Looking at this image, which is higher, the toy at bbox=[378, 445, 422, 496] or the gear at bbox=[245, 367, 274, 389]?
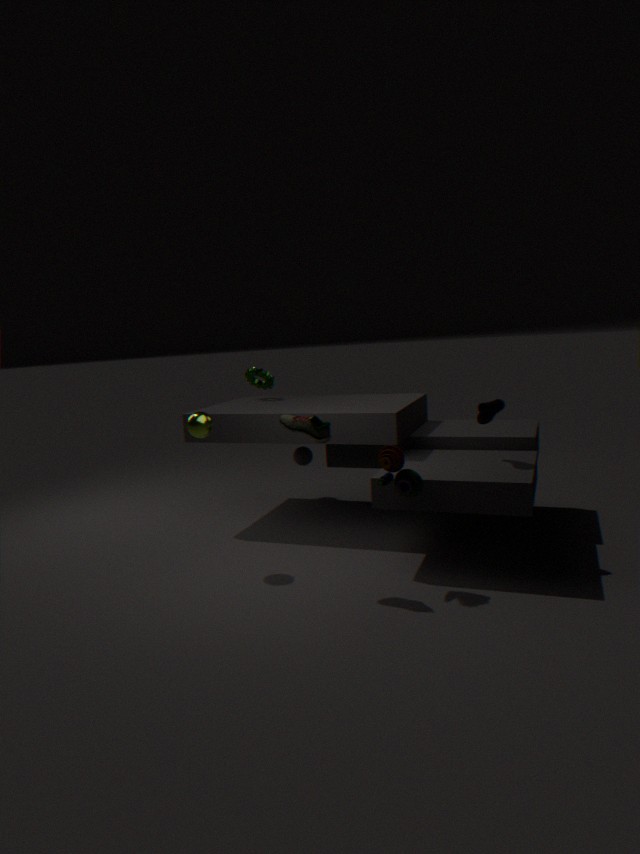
the gear at bbox=[245, 367, 274, 389]
